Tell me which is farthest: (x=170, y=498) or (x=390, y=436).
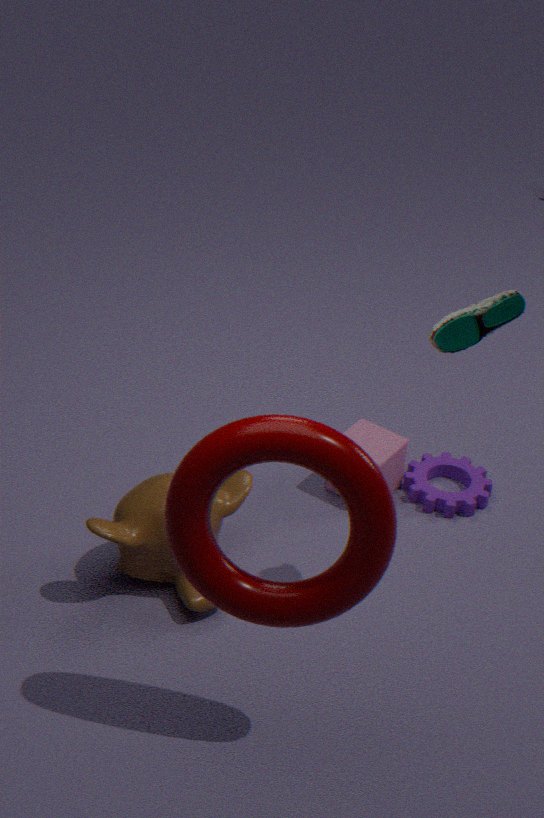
(x=390, y=436)
